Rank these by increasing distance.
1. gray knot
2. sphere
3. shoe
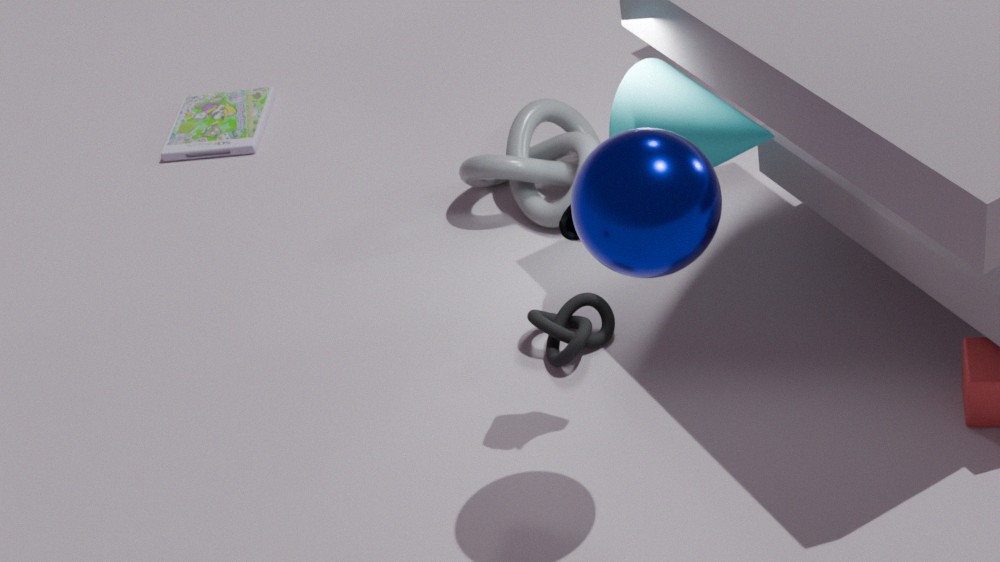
sphere
shoe
gray knot
